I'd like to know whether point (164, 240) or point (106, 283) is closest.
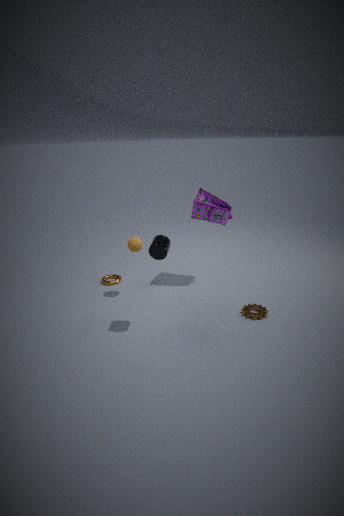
point (164, 240)
